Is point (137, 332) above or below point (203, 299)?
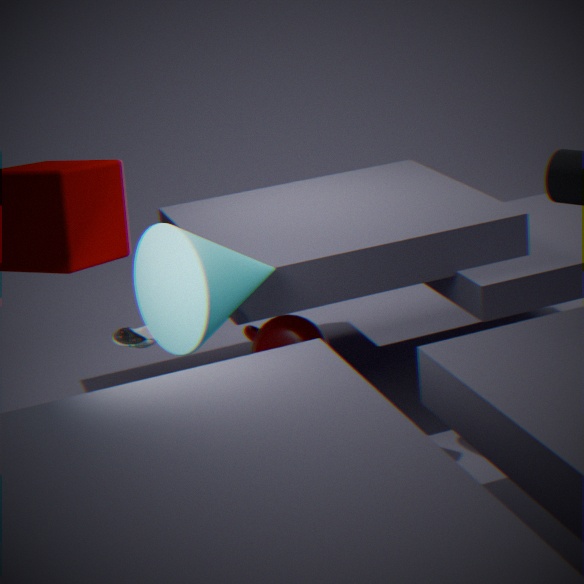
below
